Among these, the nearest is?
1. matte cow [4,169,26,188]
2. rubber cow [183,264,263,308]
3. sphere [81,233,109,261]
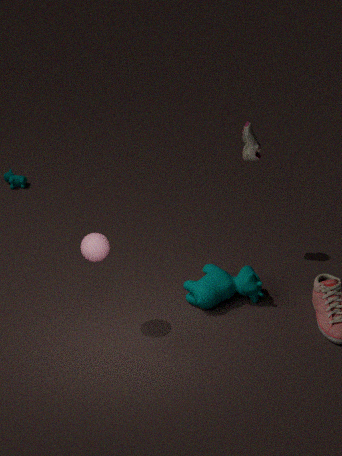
sphere [81,233,109,261]
